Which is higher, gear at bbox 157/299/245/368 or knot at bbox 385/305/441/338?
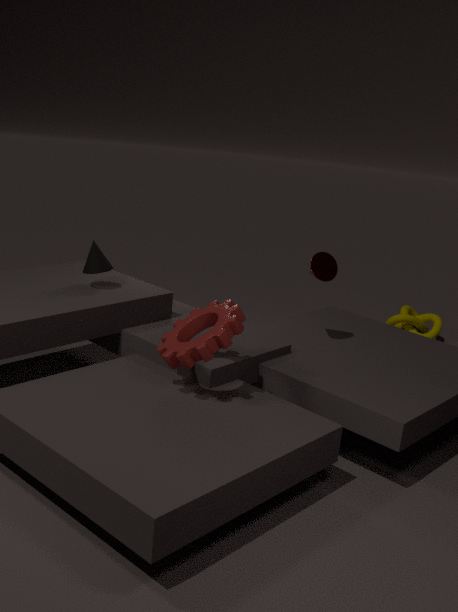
gear at bbox 157/299/245/368
